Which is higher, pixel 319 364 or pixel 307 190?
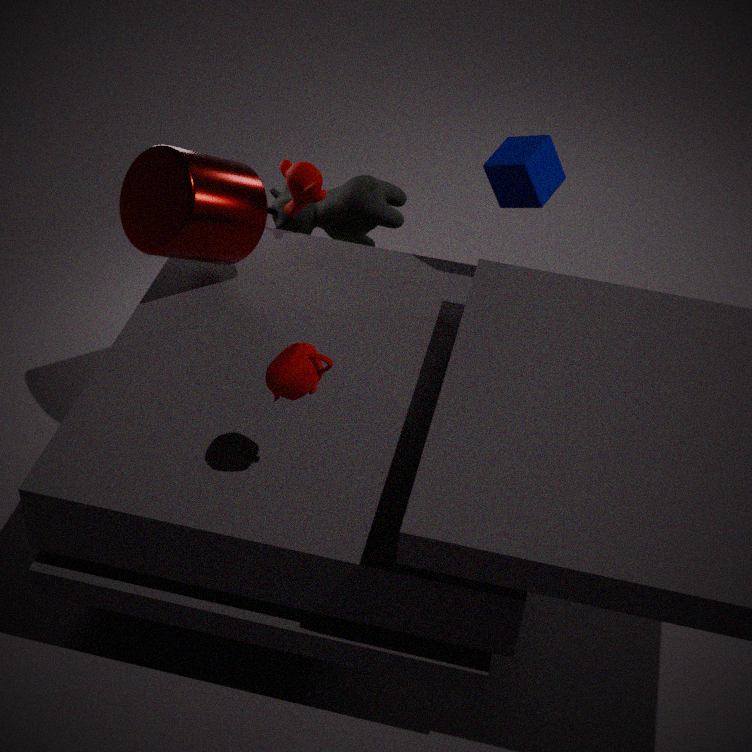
pixel 319 364
